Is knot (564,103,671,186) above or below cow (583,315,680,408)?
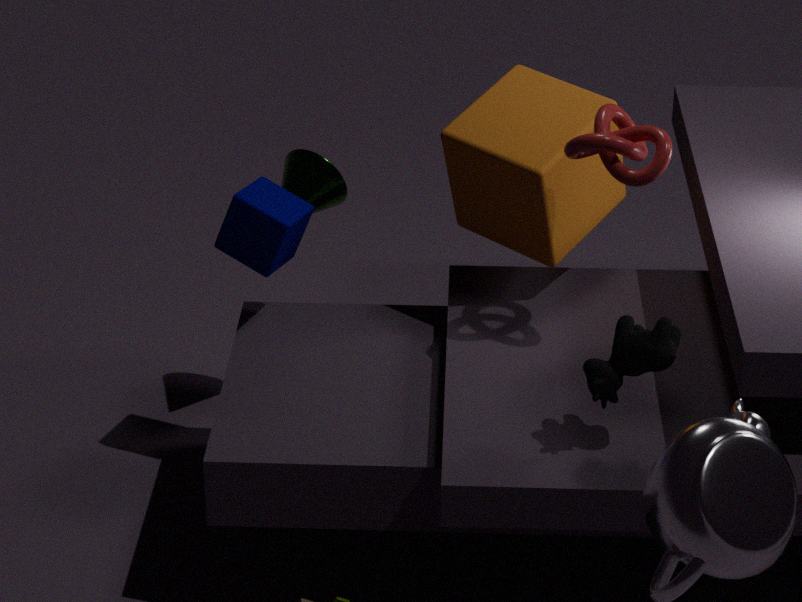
above
